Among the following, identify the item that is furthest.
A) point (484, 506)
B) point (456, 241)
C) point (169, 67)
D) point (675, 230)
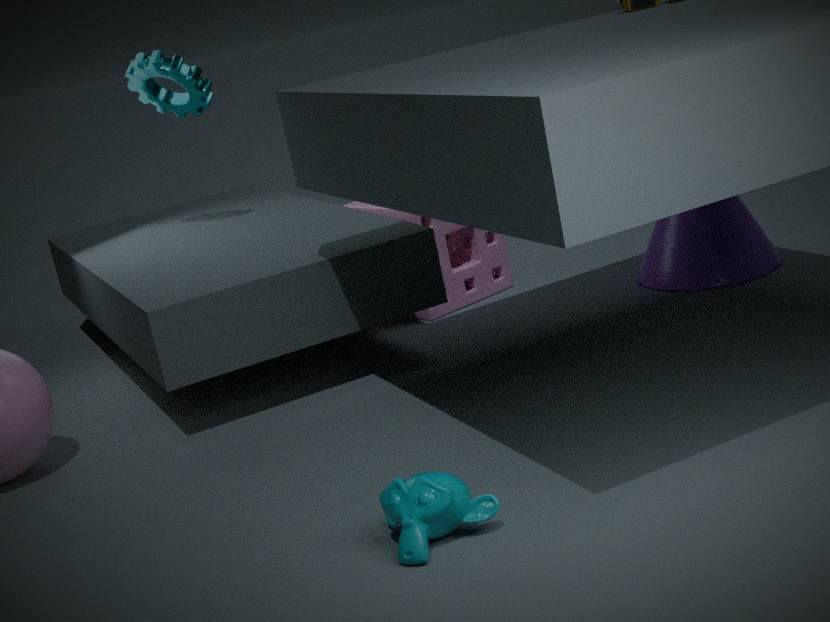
point (456, 241)
